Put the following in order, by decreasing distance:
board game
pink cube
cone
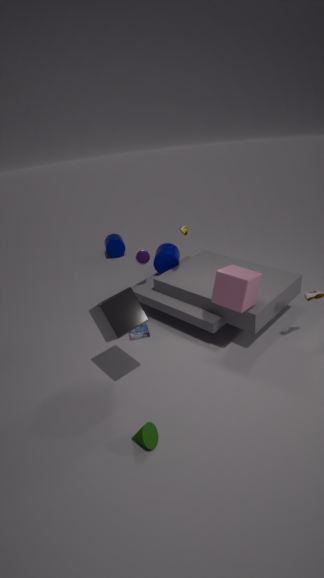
board game
pink cube
cone
